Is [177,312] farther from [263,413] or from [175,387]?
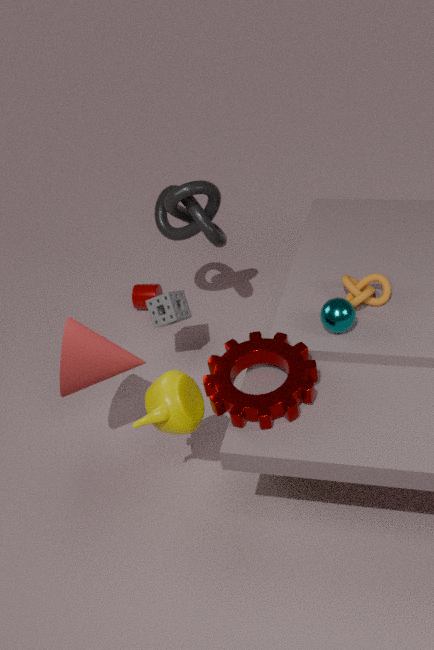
[263,413]
